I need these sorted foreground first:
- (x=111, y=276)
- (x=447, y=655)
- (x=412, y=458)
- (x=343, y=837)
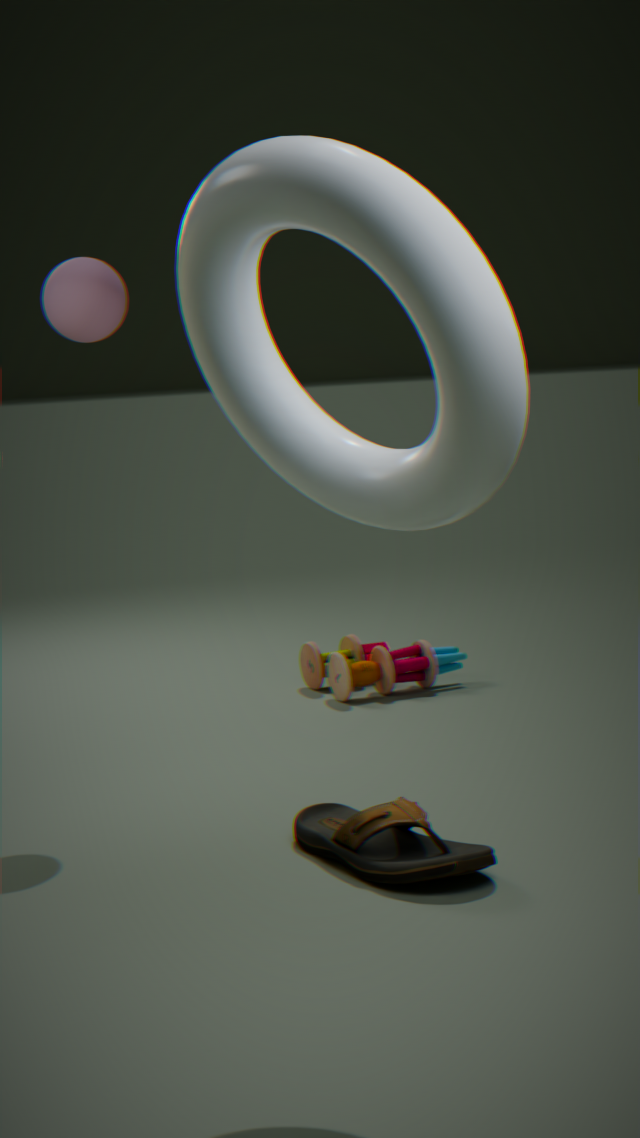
(x=412, y=458) → (x=343, y=837) → (x=111, y=276) → (x=447, y=655)
